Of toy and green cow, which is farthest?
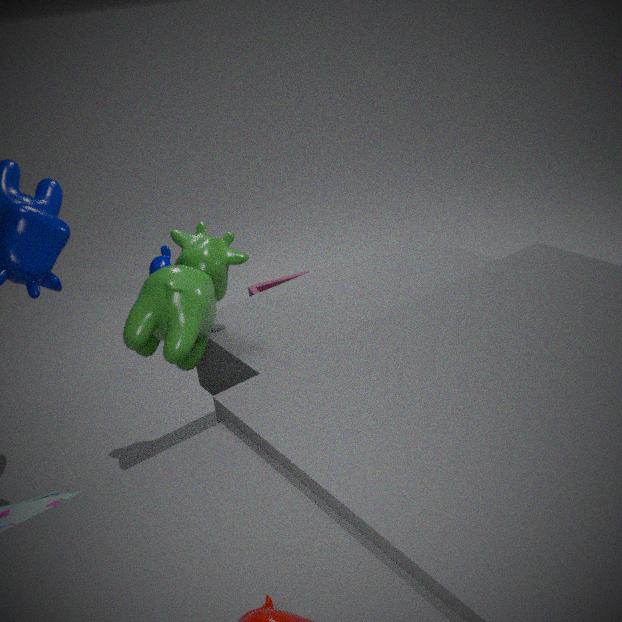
toy
